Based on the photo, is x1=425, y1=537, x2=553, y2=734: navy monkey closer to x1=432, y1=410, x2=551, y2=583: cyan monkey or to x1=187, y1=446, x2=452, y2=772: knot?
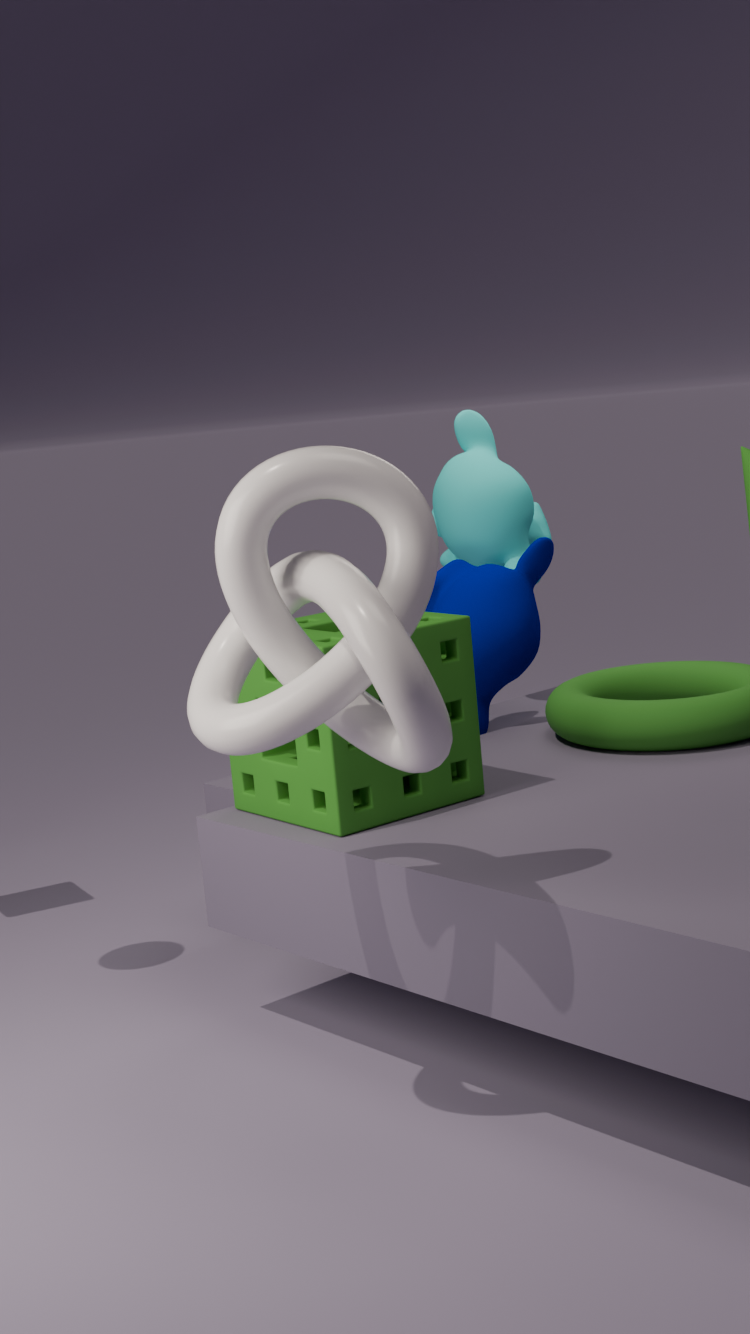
x1=432, y1=410, x2=551, y2=583: cyan monkey
